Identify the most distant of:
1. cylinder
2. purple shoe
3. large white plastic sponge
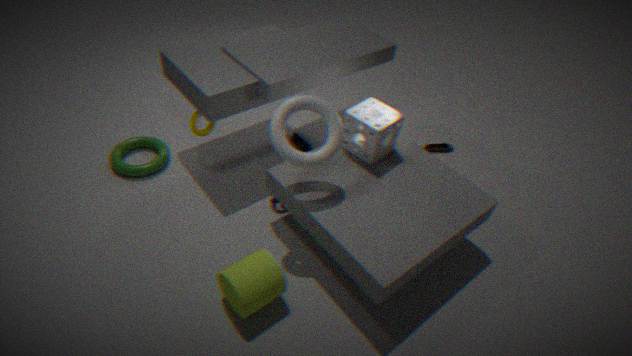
purple shoe
